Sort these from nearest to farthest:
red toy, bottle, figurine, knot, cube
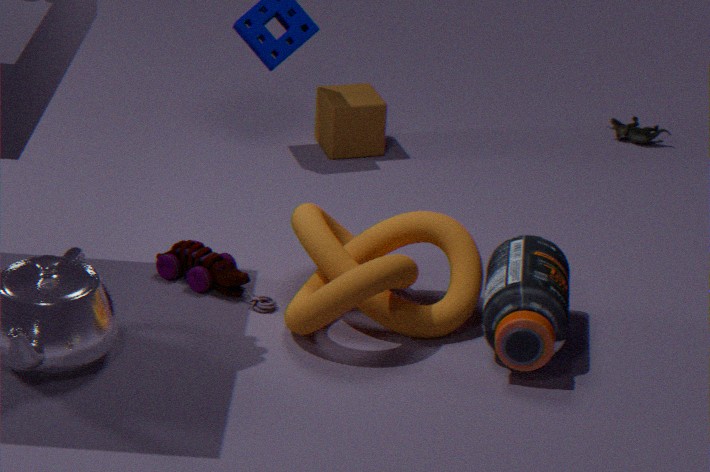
bottle
knot
red toy
cube
figurine
